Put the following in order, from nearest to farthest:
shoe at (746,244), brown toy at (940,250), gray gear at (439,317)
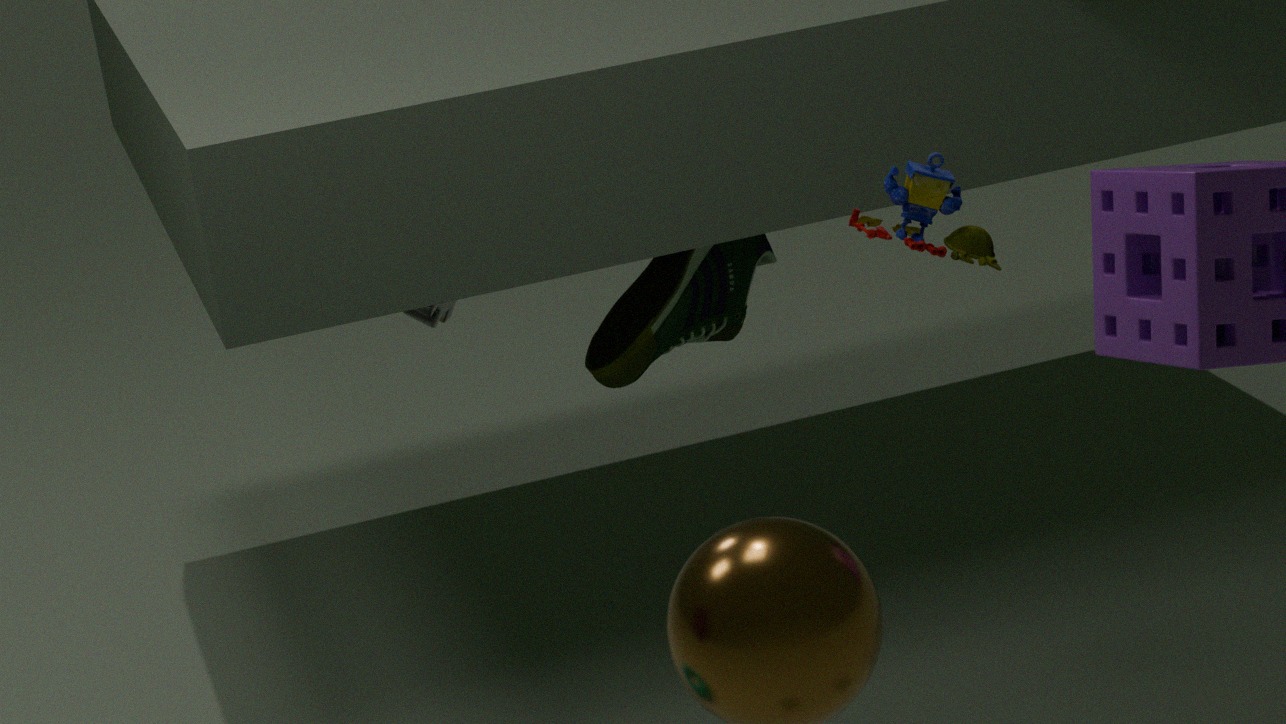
1. brown toy at (940,250)
2. shoe at (746,244)
3. gray gear at (439,317)
